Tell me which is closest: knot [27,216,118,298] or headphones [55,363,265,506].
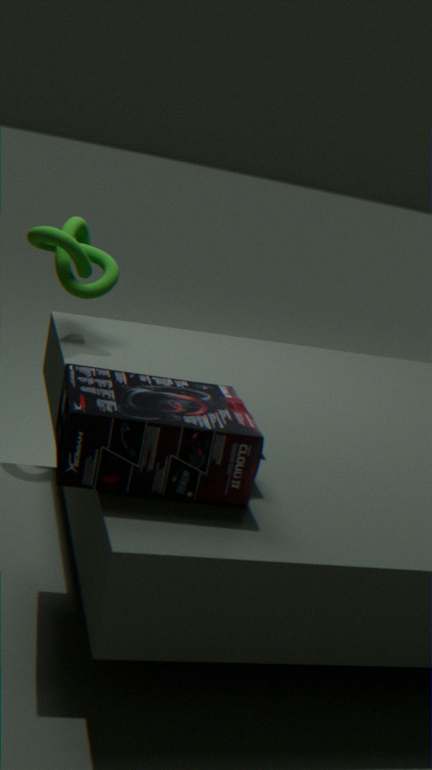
headphones [55,363,265,506]
